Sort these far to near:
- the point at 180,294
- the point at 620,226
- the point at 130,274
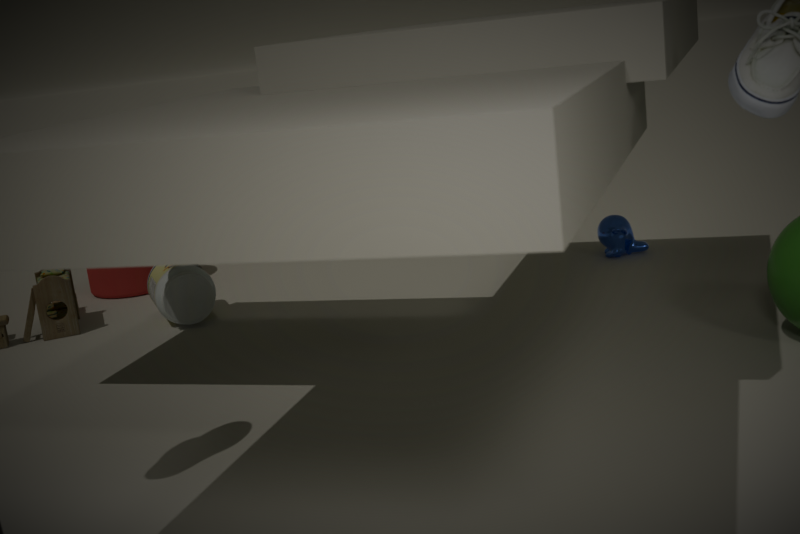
the point at 130,274
the point at 620,226
the point at 180,294
